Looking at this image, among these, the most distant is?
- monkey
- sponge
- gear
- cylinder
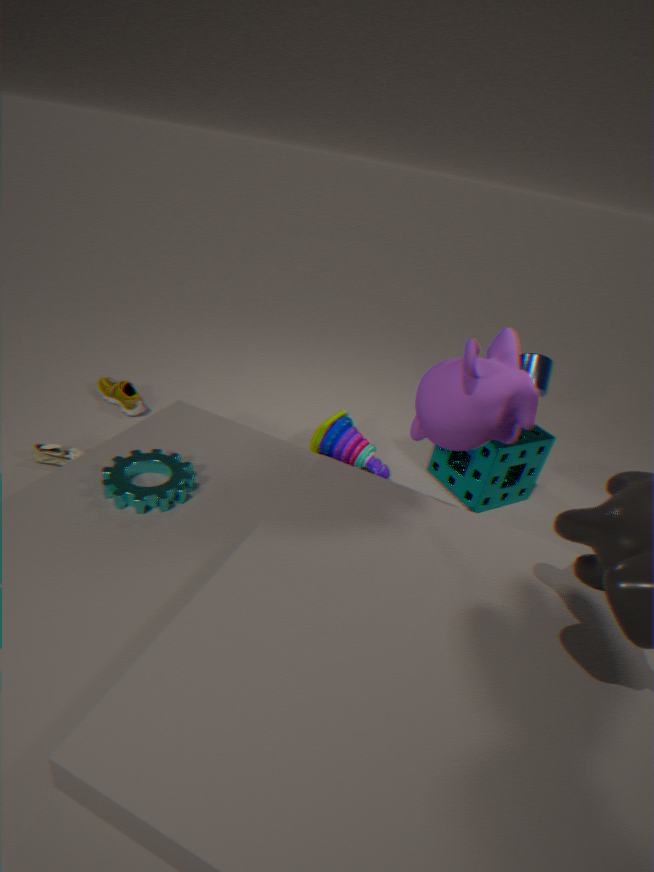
cylinder
